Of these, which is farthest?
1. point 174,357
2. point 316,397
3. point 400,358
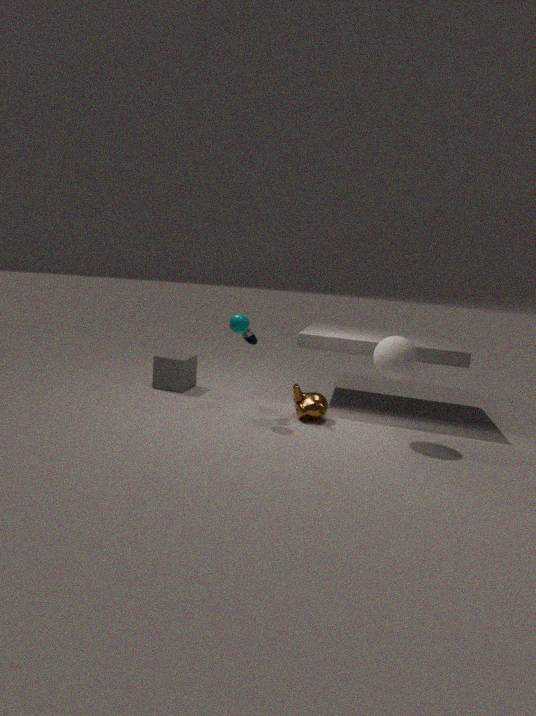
point 174,357
